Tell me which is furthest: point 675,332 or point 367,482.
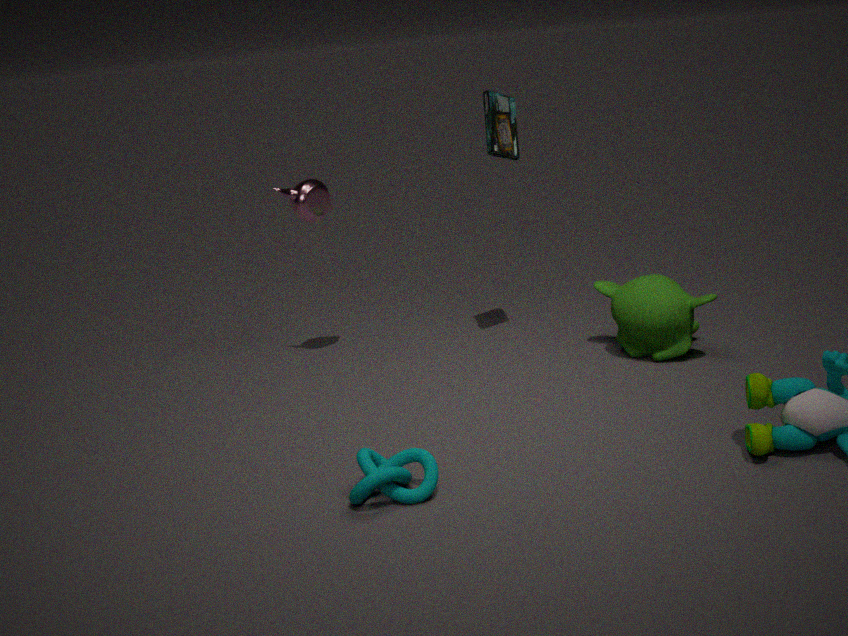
point 675,332
